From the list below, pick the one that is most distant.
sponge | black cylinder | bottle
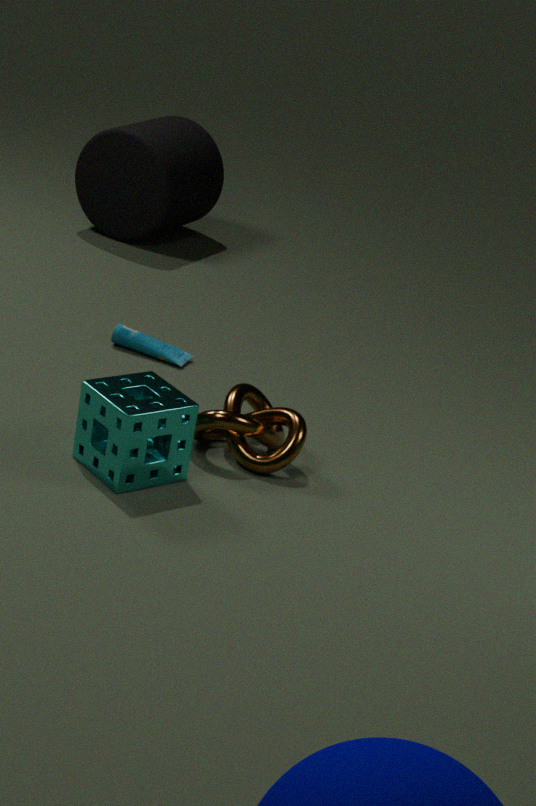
black cylinder
